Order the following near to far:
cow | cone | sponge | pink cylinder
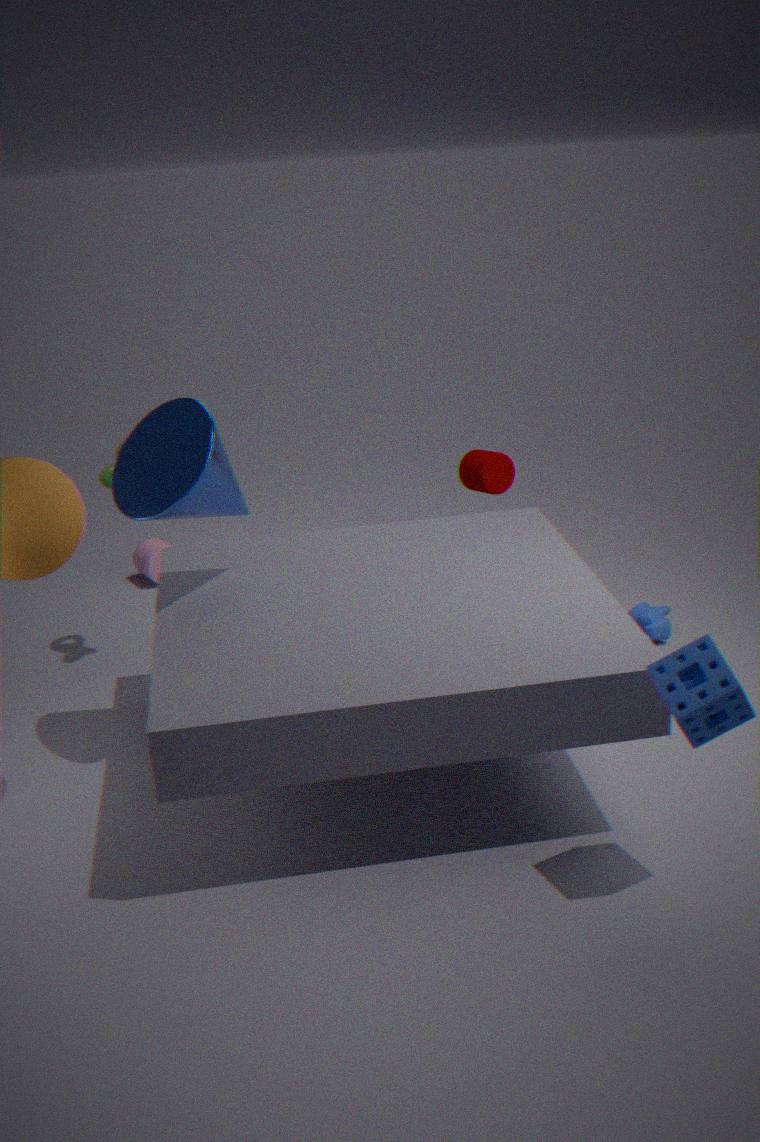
sponge
cone
cow
pink cylinder
